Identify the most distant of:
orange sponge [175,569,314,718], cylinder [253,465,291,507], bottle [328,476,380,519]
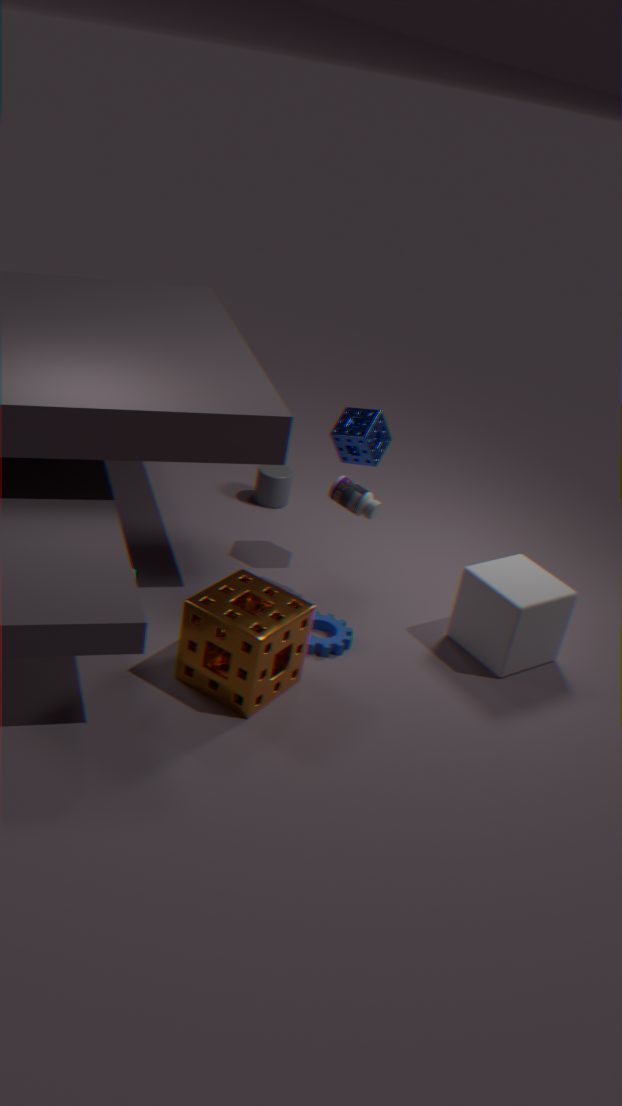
cylinder [253,465,291,507]
